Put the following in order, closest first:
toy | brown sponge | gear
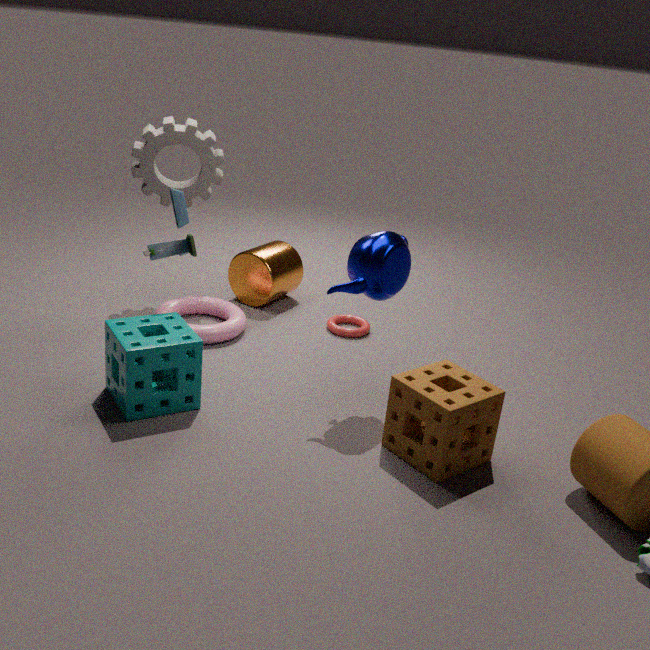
brown sponge → toy → gear
